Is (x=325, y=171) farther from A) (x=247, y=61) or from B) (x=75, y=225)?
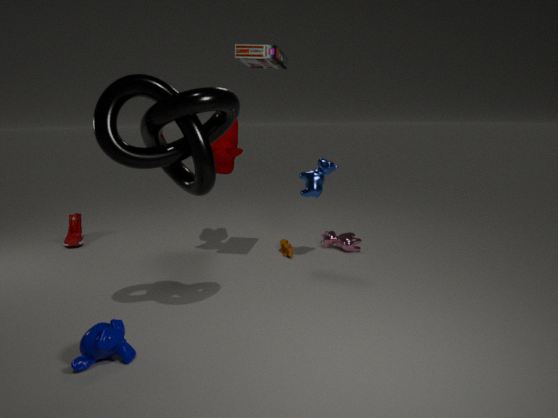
B) (x=75, y=225)
